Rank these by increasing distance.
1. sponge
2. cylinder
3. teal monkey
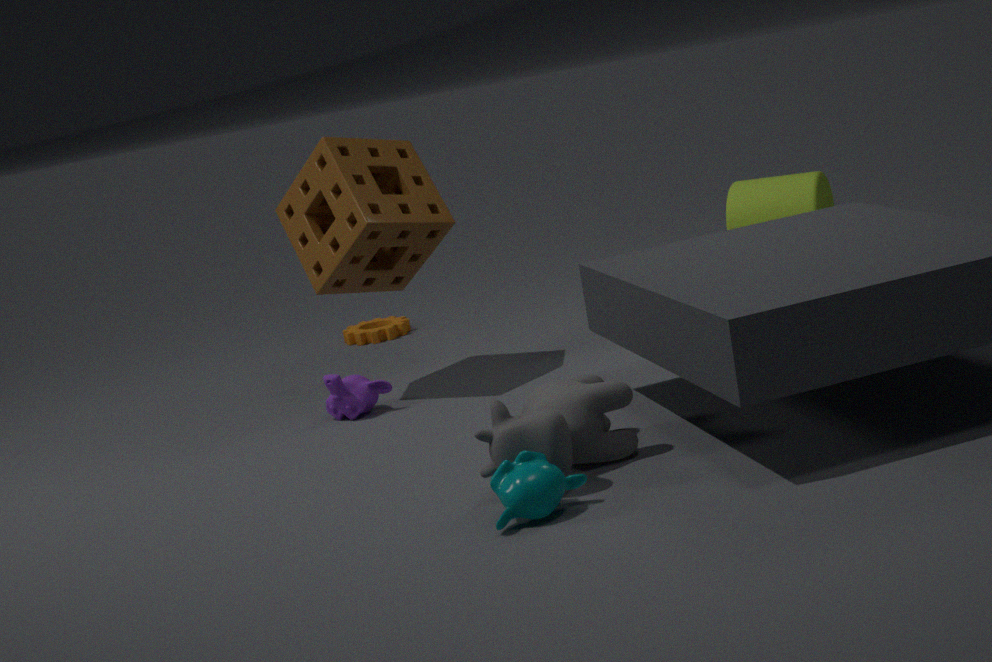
1. teal monkey
2. sponge
3. cylinder
